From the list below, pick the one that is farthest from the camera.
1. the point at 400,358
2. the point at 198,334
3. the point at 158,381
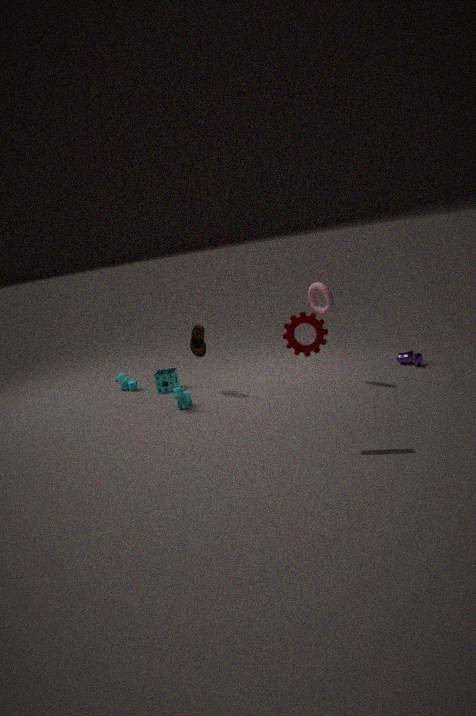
the point at 158,381
